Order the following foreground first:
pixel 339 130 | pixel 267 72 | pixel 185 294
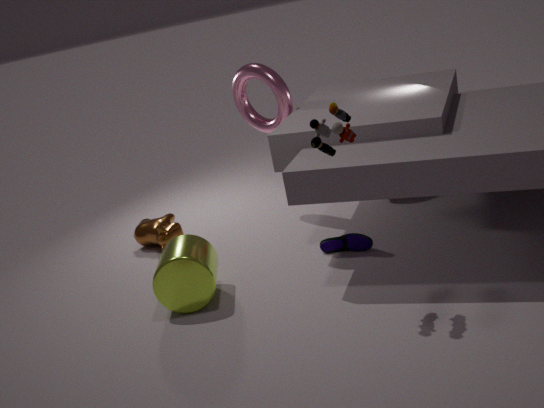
pixel 339 130 < pixel 185 294 < pixel 267 72
